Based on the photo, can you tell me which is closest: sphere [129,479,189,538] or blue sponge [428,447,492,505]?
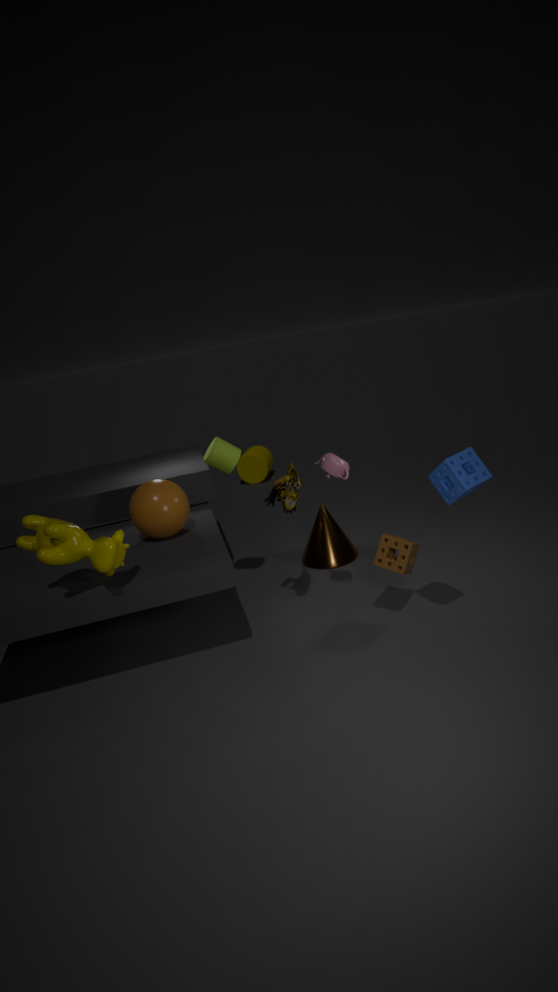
blue sponge [428,447,492,505]
